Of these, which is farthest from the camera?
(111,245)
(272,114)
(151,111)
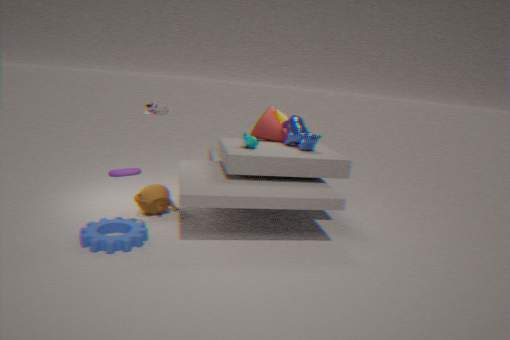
(272,114)
